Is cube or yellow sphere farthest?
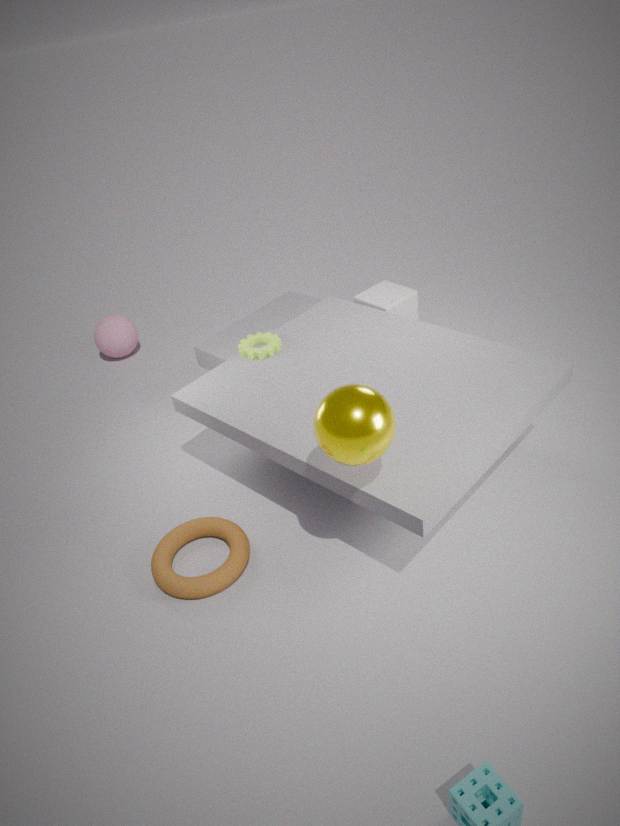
cube
